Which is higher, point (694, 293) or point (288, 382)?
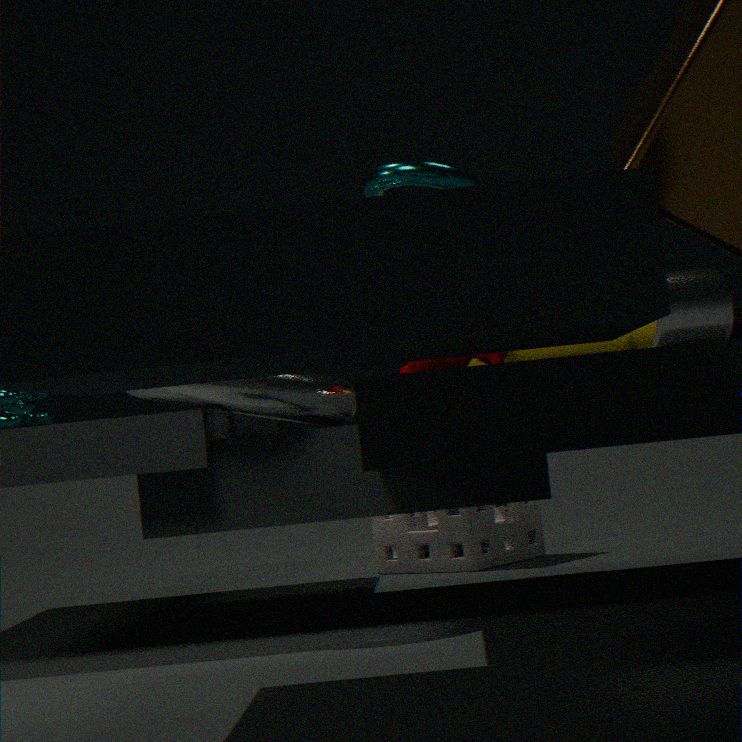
point (694, 293)
